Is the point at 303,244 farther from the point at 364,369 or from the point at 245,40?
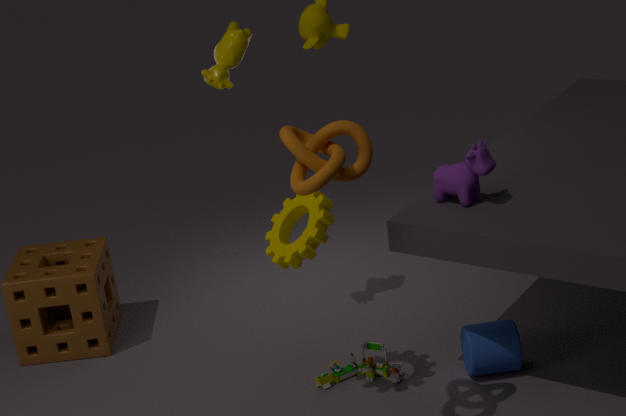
the point at 245,40
